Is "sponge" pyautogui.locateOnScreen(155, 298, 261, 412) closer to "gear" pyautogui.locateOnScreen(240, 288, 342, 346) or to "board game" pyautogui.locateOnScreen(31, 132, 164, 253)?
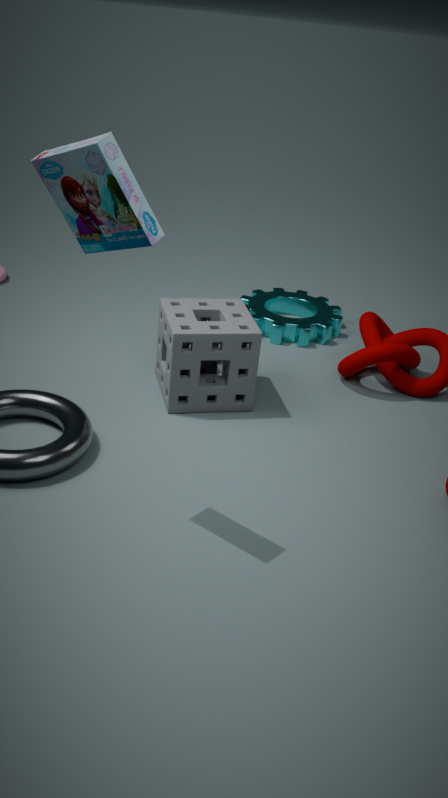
"gear" pyautogui.locateOnScreen(240, 288, 342, 346)
